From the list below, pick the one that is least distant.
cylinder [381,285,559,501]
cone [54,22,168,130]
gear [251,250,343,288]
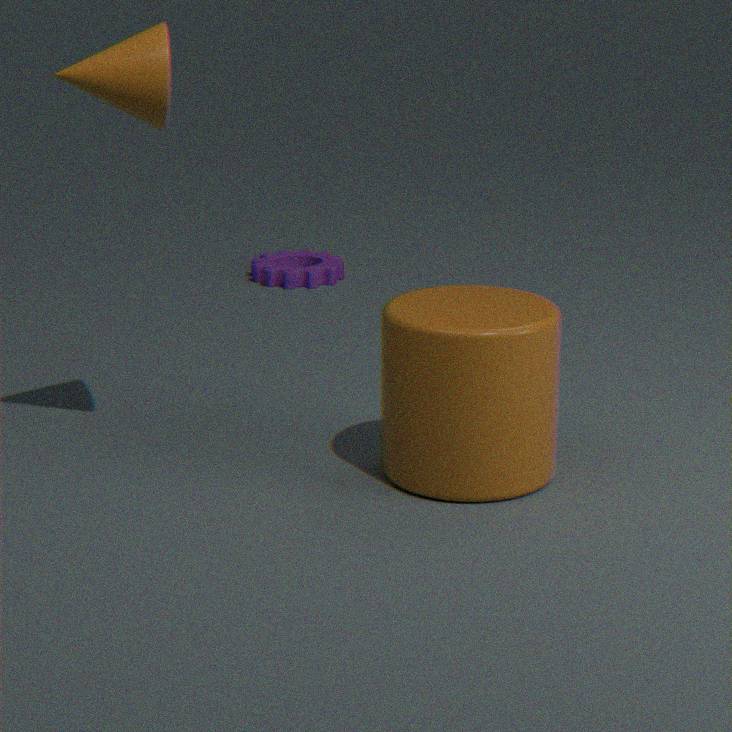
cylinder [381,285,559,501]
